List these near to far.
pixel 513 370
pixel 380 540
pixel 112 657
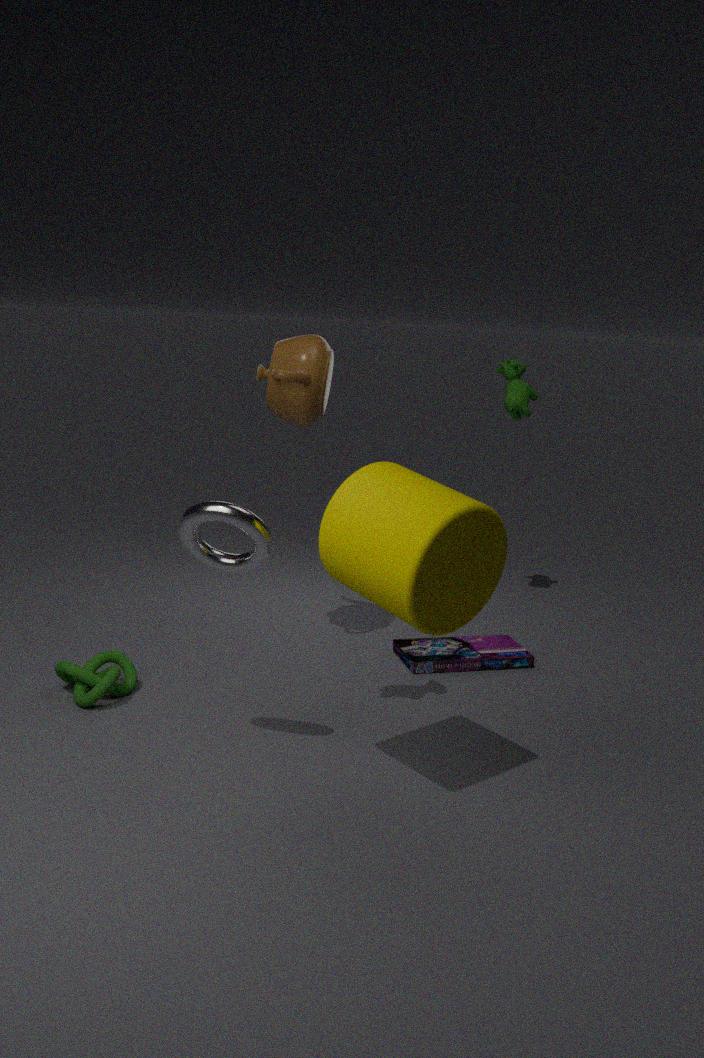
1. pixel 380 540
2. pixel 112 657
3. pixel 513 370
